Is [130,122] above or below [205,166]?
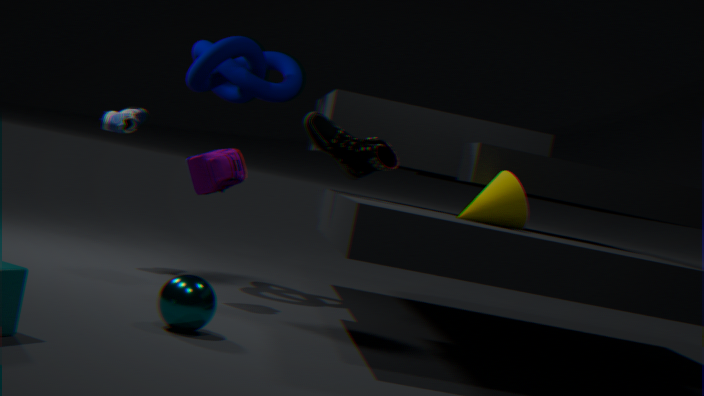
above
